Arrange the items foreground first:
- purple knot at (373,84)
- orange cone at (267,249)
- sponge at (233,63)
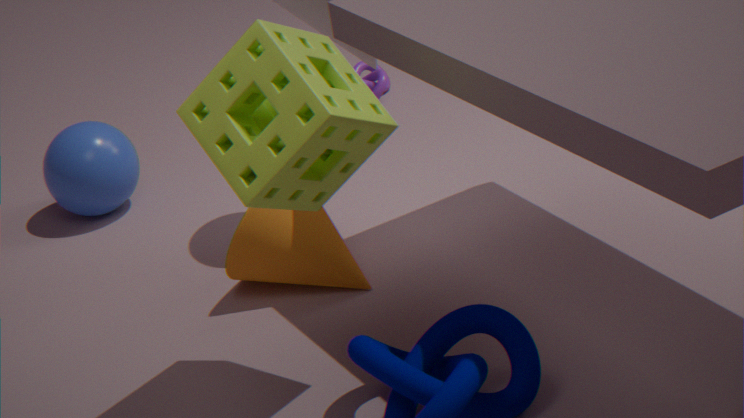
1. sponge at (233,63)
2. orange cone at (267,249)
3. purple knot at (373,84)
